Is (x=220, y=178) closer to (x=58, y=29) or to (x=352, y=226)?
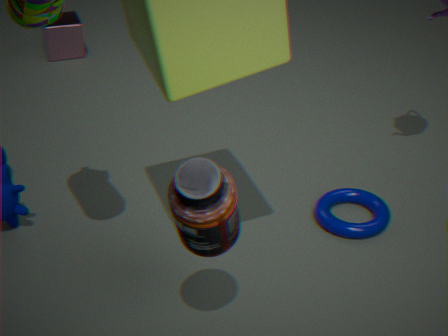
(x=352, y=226)
